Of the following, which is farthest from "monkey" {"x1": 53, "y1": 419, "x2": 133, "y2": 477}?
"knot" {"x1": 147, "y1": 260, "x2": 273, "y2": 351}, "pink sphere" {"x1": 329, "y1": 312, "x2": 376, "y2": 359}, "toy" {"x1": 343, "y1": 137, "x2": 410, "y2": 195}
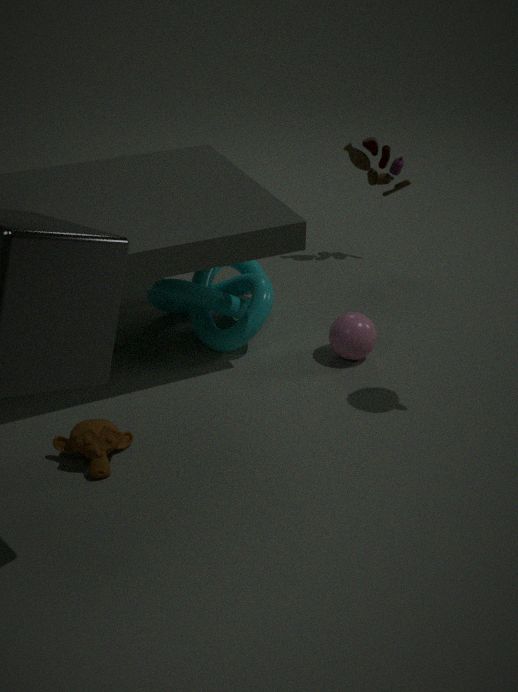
"toy" {"x1": 343, "y1": 137, "x2": 410, "y2": 195}
